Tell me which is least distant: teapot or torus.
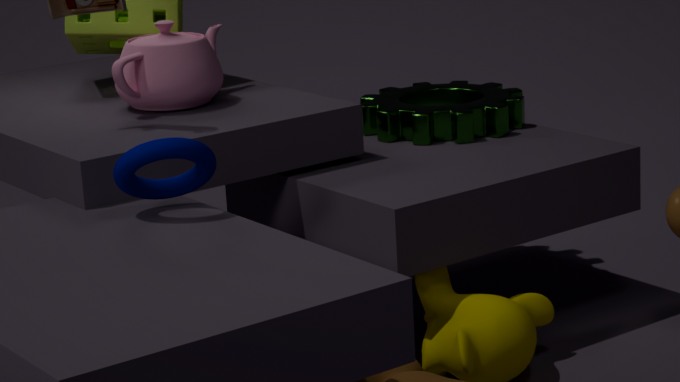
torus
